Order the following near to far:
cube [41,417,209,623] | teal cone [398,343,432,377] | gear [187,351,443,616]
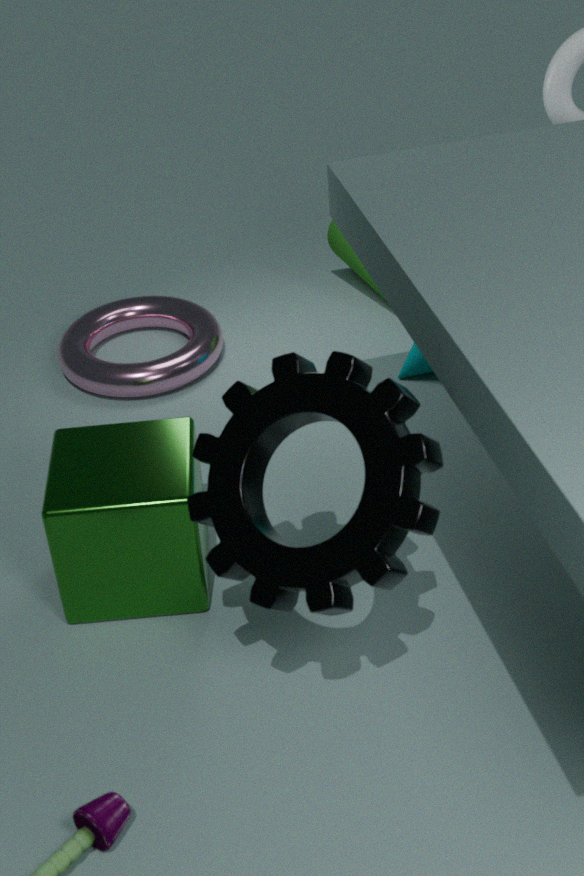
1. gear [187,351,443,616]
2. cube [41,417,209,623]
3. teal cone [398,343,432,377]
